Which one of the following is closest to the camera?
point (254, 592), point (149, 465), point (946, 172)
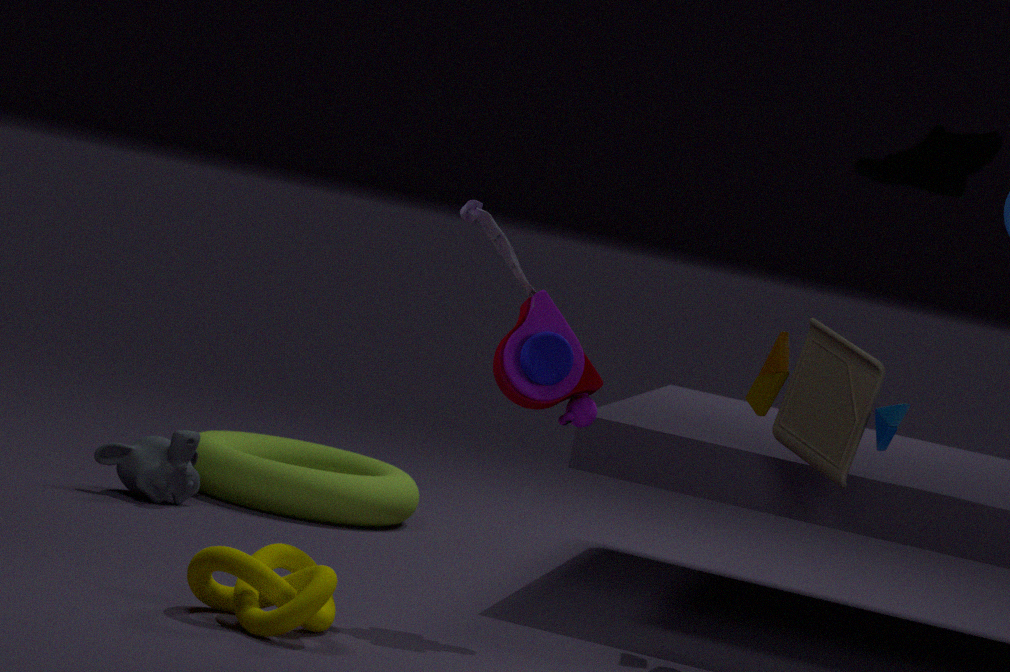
point (946, 172)
